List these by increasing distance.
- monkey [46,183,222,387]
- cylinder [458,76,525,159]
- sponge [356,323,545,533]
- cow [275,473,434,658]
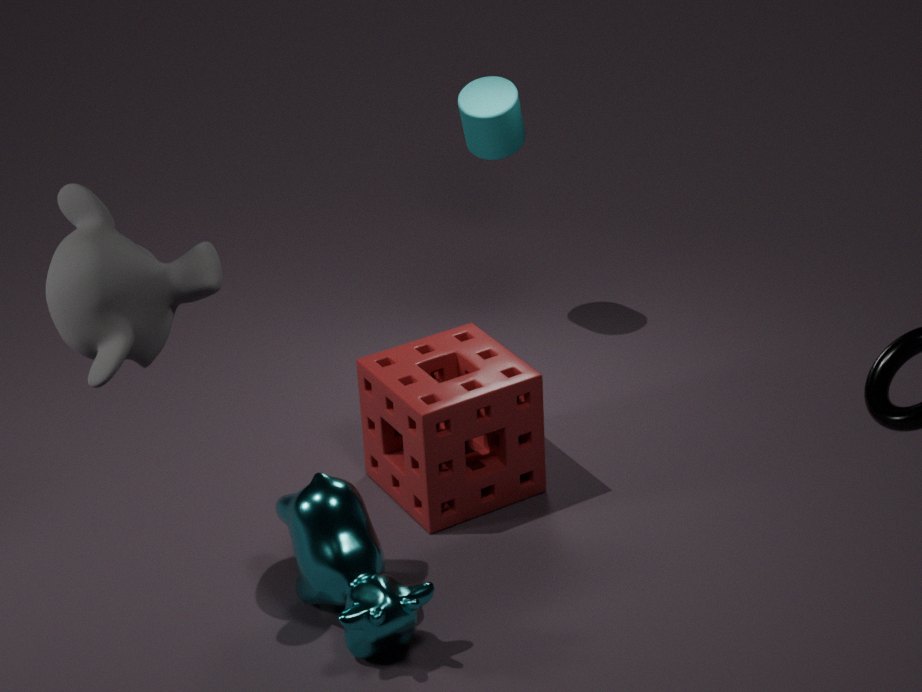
monkey [46,183,222,387], cow [275,473,434,658], sponge [356,323,545,533], cylinder [458,76,525,159]
